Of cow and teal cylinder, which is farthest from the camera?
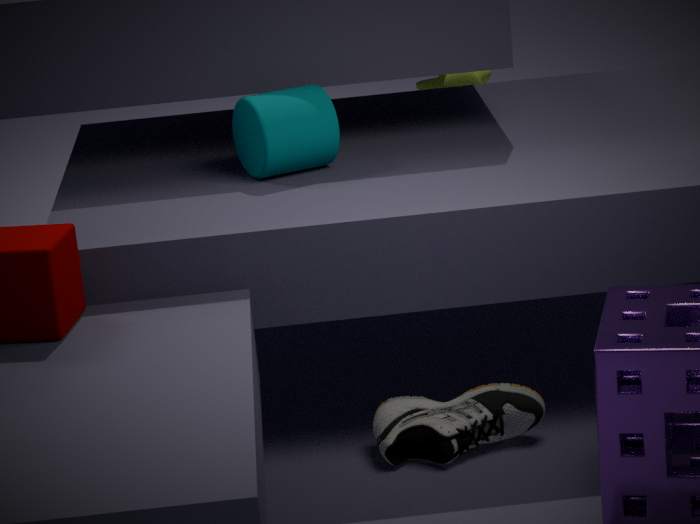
cow
